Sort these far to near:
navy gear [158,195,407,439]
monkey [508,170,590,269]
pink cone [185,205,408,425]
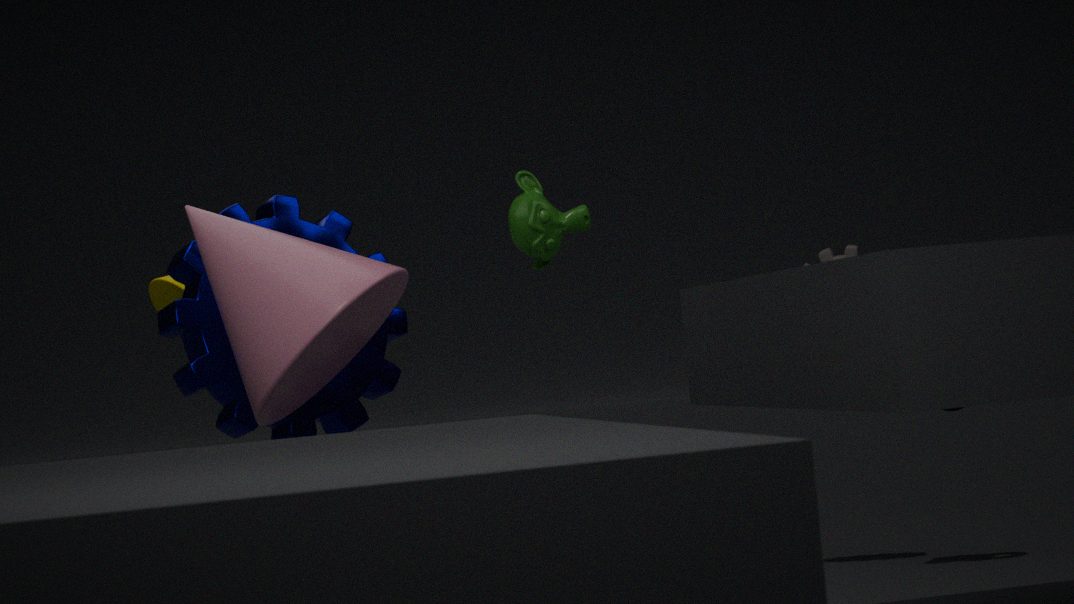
monkey [508,170,590,269] → navy gear [158,195,407,439] → pink cone [185,205,408,425]
